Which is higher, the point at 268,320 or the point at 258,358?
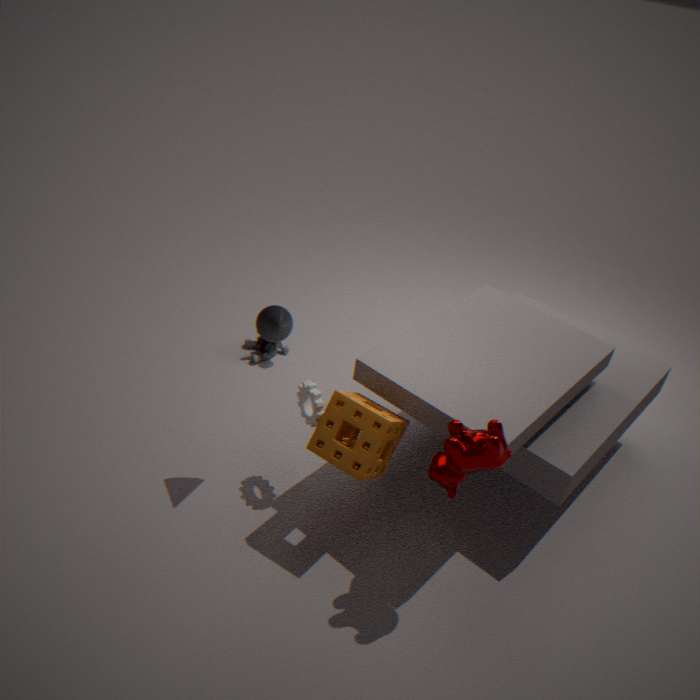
the point at 268,320
